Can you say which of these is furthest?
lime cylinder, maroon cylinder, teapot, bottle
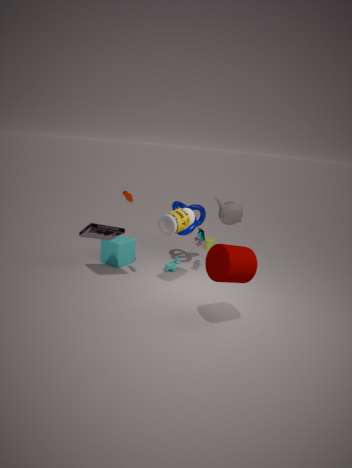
lime cylinder
